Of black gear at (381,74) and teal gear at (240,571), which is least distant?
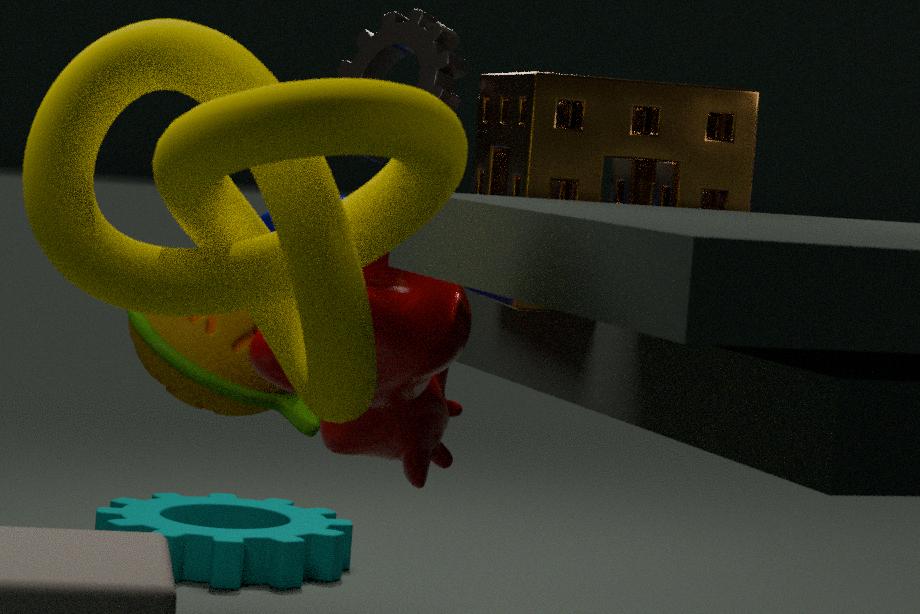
black gear at (381,74)
